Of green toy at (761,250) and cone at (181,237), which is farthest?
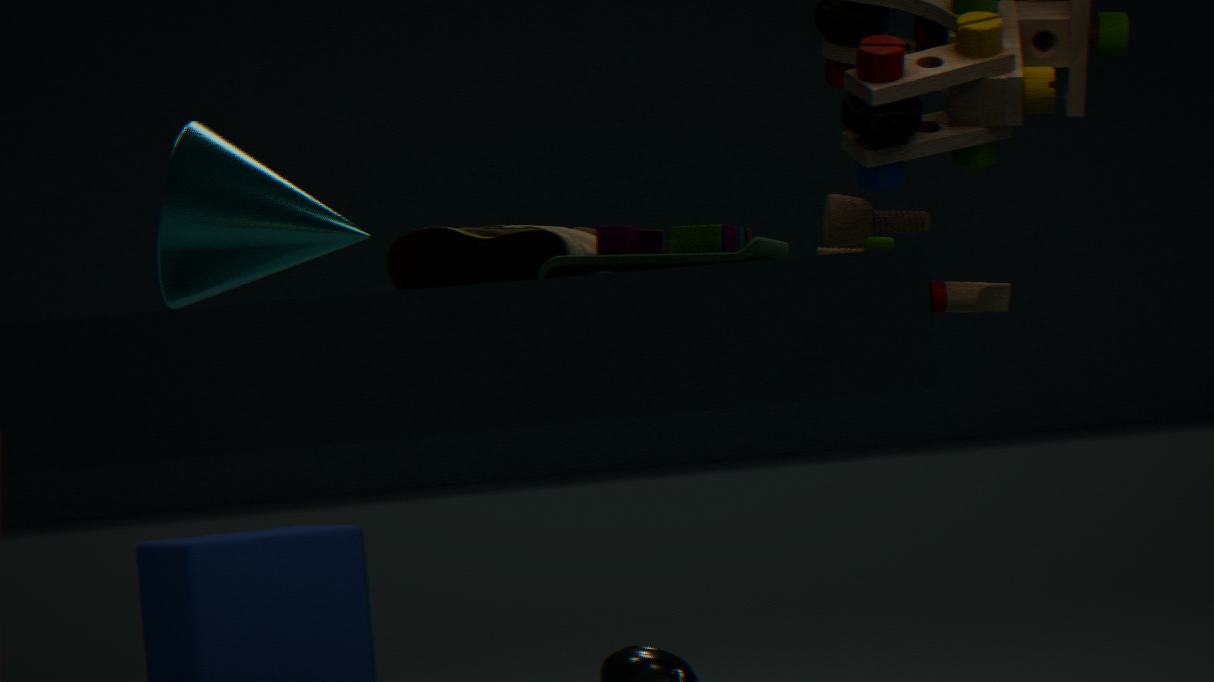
cone at (181,237)
